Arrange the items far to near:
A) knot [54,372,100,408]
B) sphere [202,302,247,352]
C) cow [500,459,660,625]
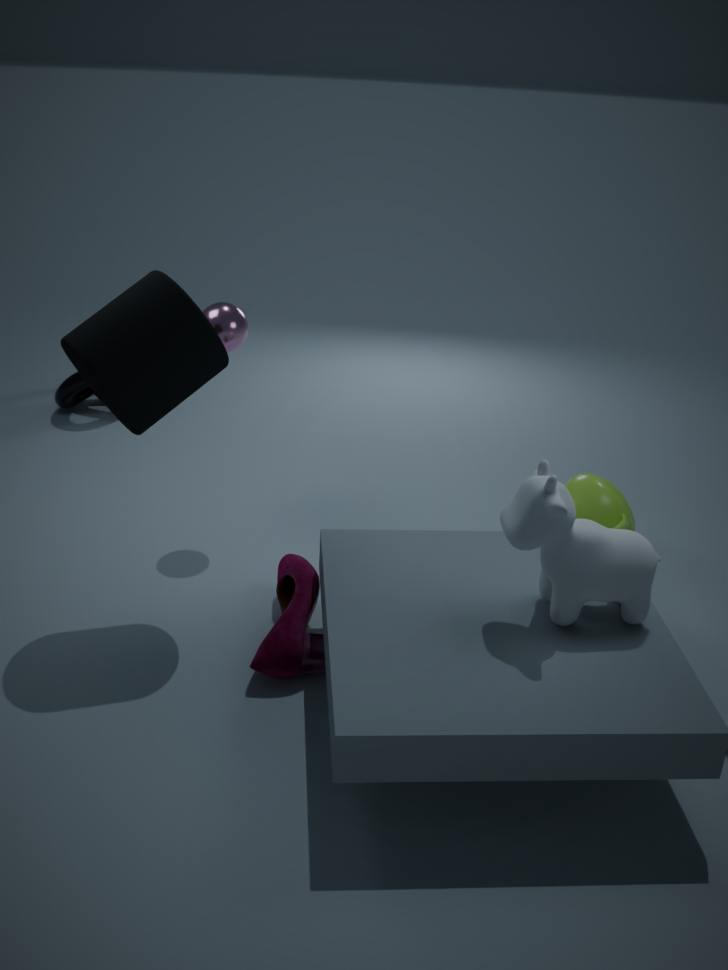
knot [54,372,100,408], sphere [202,302,247,352], cow [500,459,660,625]
